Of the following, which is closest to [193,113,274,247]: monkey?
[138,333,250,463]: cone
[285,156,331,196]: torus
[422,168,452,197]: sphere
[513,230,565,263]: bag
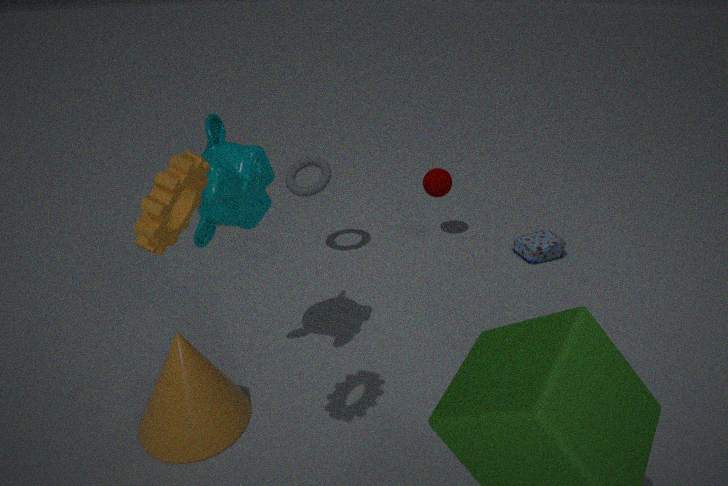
[138,333,250,463]: cone
